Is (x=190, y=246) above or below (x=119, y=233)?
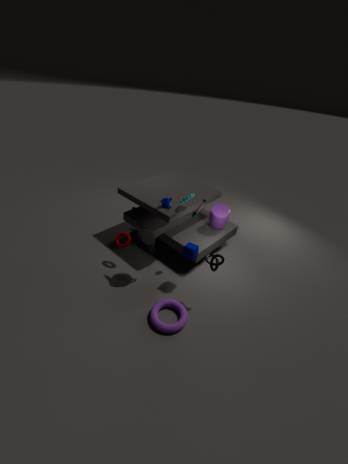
above
